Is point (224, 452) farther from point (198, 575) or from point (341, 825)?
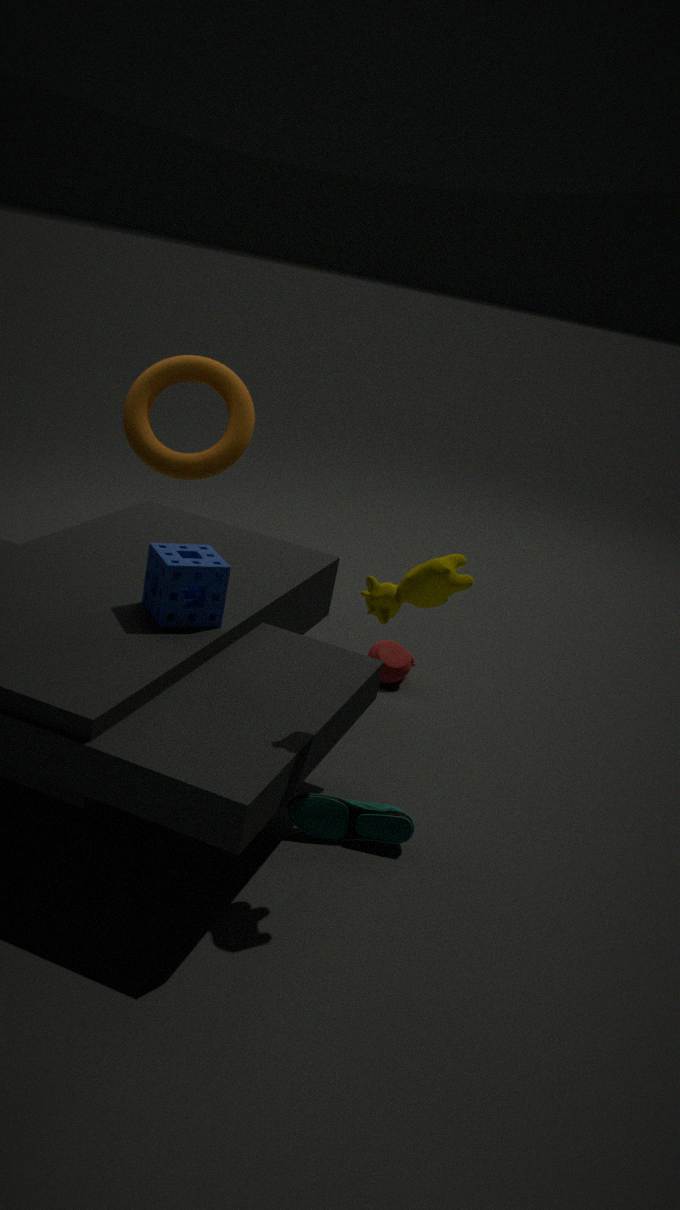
point (341, 825)
